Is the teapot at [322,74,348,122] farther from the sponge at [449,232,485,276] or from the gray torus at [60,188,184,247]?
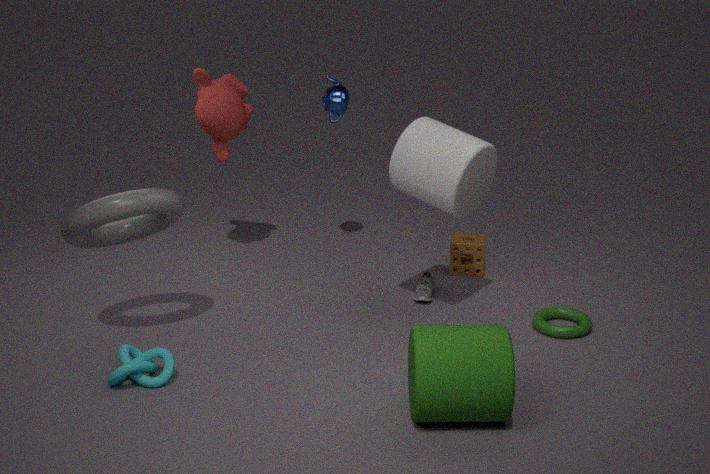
the gray torus at [60,188,184,247]
